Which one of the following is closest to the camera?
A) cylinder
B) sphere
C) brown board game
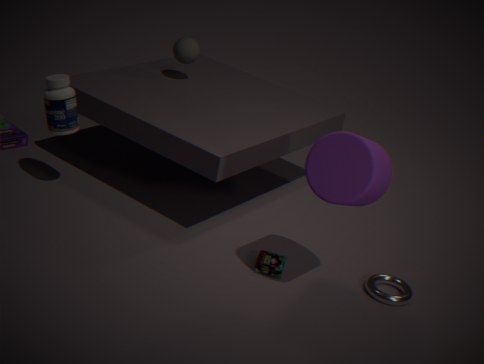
cylinder
